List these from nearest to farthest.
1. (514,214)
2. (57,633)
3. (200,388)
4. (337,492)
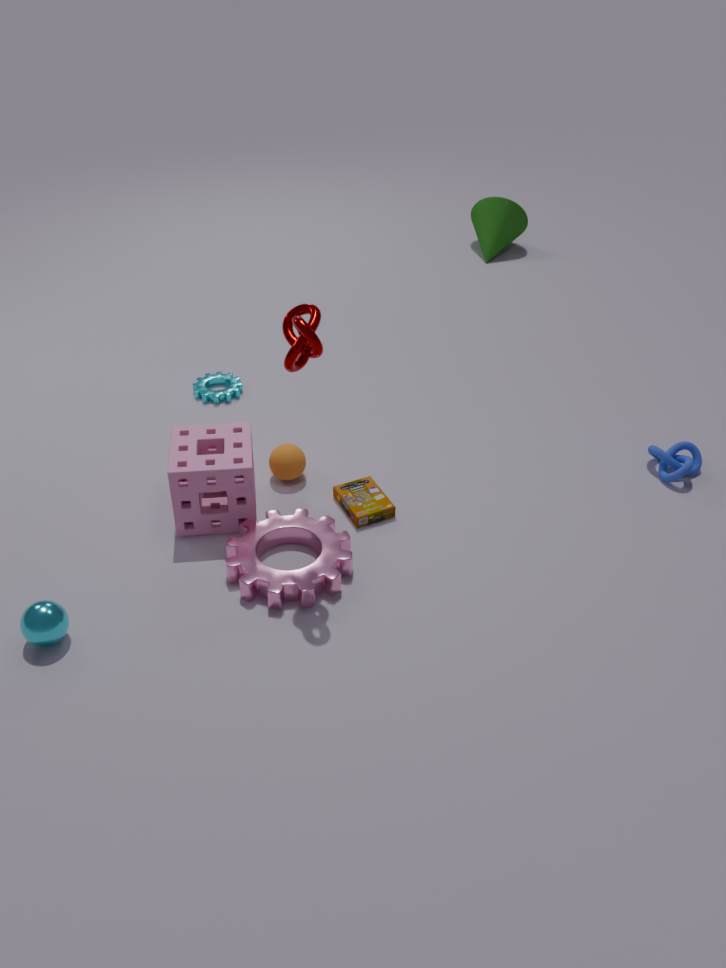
(57,633) < (337,492) < (200,388) < (514,214)
